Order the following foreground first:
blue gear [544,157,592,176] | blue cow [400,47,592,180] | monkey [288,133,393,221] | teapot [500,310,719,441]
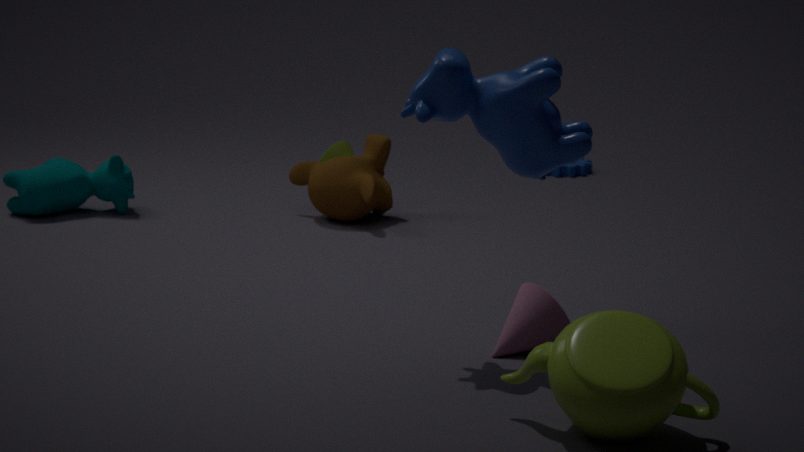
1. teapot [500,310,719,441]
2. blue cow [400,47,592,180]
3. monkey [288,133,393,221]
4. blue gear [544,157,592,176]
